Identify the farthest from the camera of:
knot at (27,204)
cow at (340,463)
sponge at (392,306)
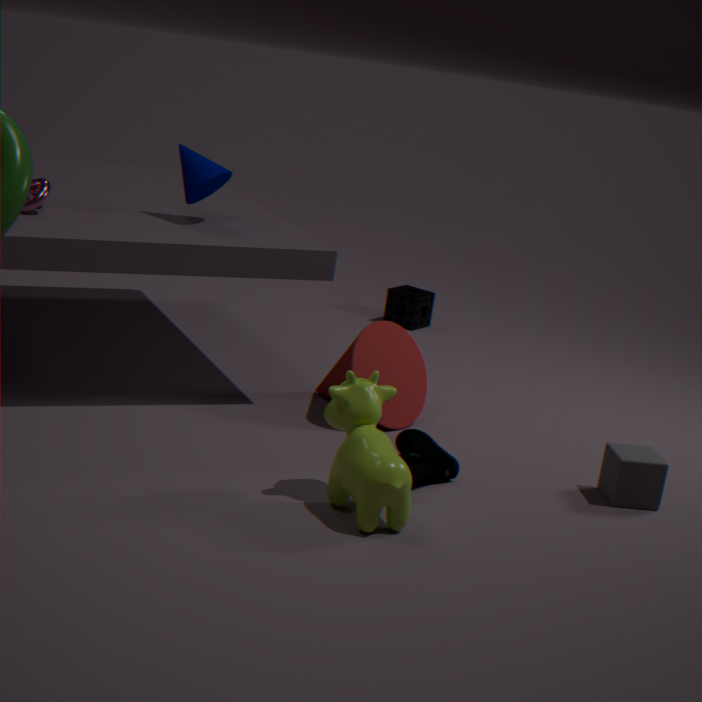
sponge at (392,306)
